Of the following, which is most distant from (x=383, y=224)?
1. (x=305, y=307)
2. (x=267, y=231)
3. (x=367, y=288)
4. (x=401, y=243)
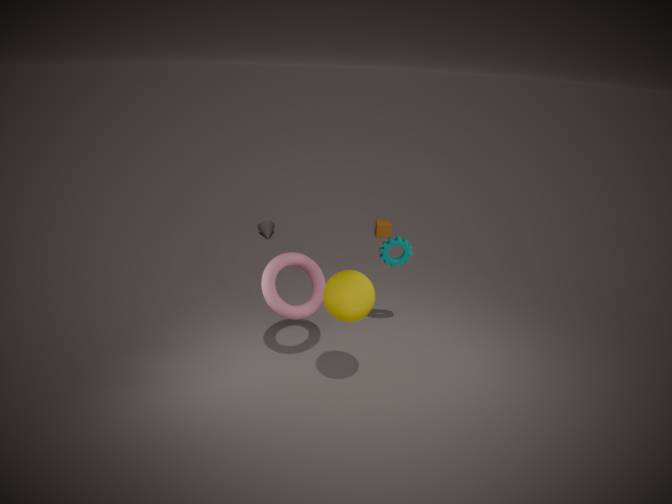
(x=367, y=288)
